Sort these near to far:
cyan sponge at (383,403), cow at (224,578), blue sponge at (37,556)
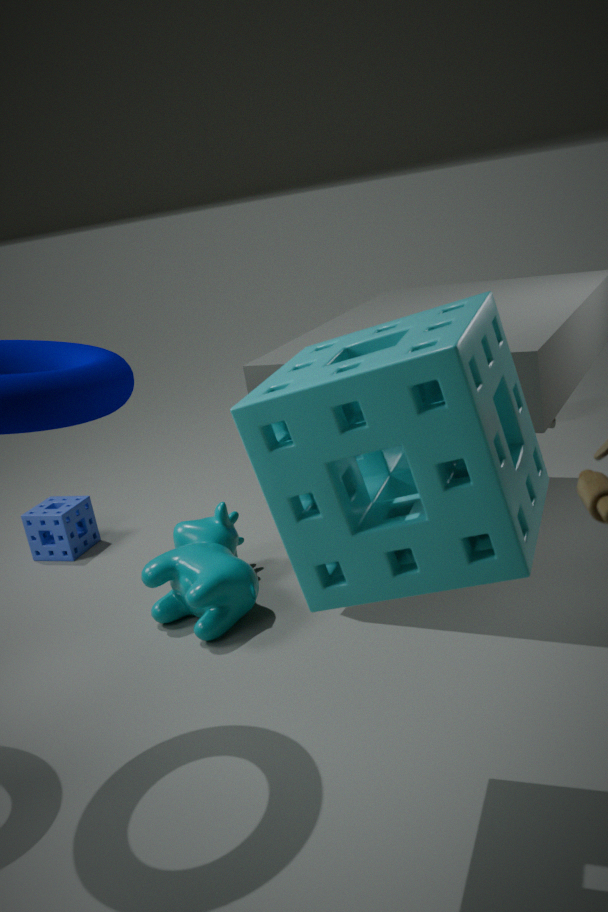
cyan sponge at (383,403) → cow at (224,578) → blue sponge at (37,556)
